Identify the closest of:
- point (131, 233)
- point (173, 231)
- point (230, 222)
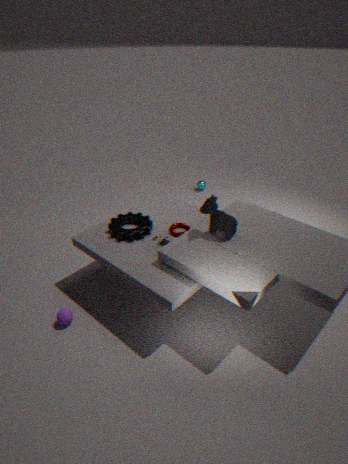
point (230, 222)
